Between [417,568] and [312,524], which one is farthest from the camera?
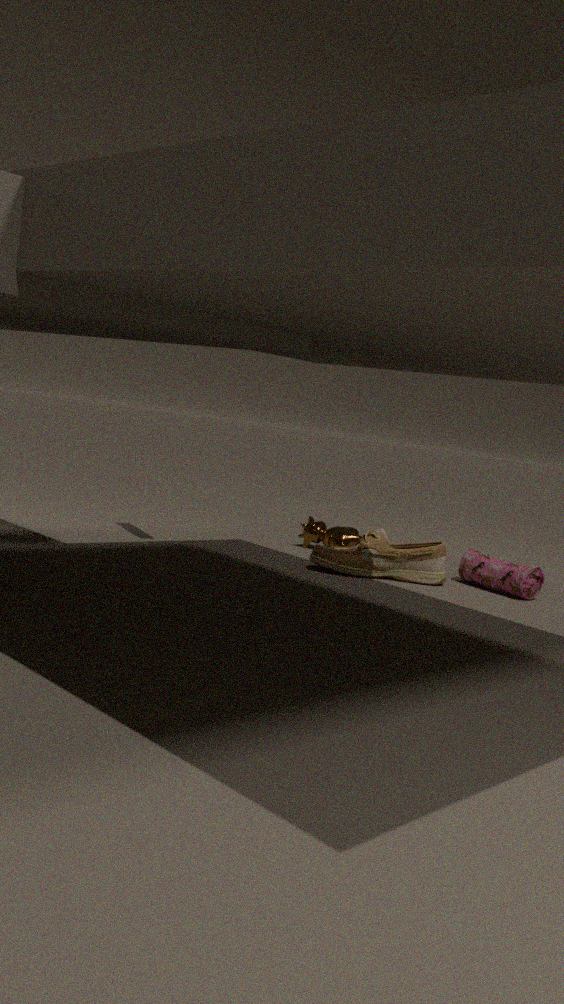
[312,524]
